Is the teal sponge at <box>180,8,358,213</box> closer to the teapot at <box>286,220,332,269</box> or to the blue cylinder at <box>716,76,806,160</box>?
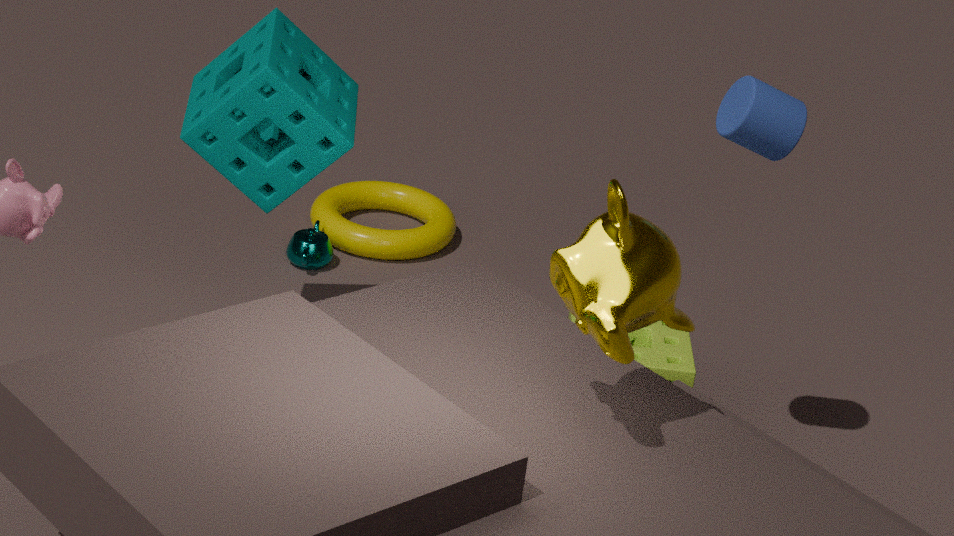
the teapot at <box>286,220,332,269</box>
